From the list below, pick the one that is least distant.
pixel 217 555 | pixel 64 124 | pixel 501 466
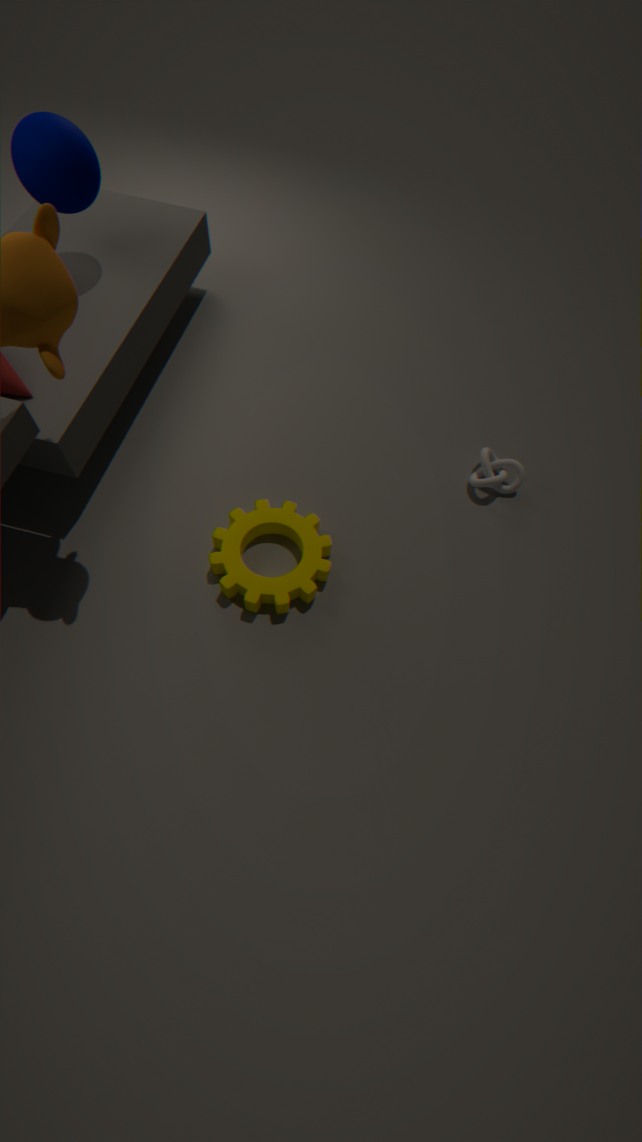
pixel 64 124
